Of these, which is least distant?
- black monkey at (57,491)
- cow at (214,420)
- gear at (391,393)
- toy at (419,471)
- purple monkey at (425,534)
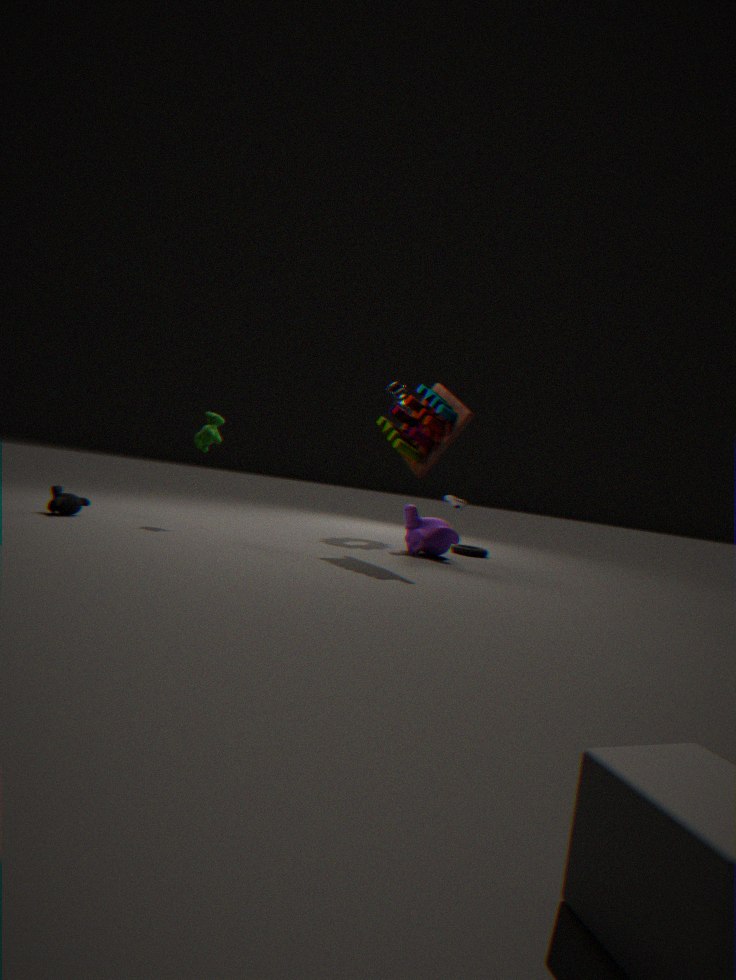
toy at (419,471)
